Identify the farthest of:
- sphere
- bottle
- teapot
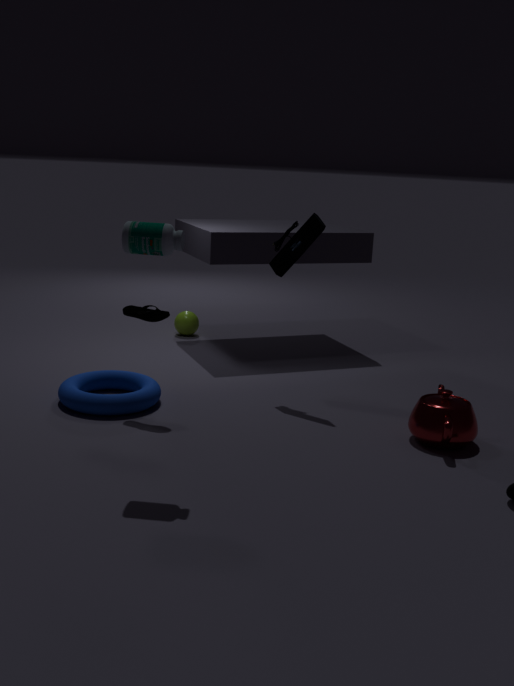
sphere
